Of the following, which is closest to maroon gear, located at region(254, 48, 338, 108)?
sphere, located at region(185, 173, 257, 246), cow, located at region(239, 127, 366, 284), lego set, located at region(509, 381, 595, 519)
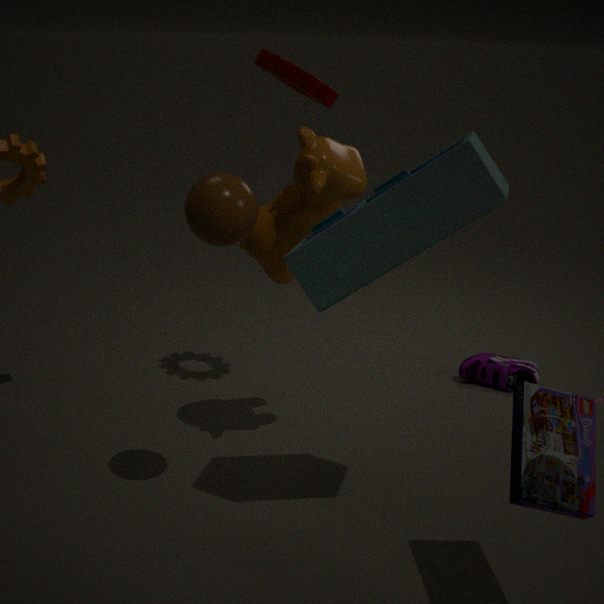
cow, located at region(239, 127, 366, 284)
